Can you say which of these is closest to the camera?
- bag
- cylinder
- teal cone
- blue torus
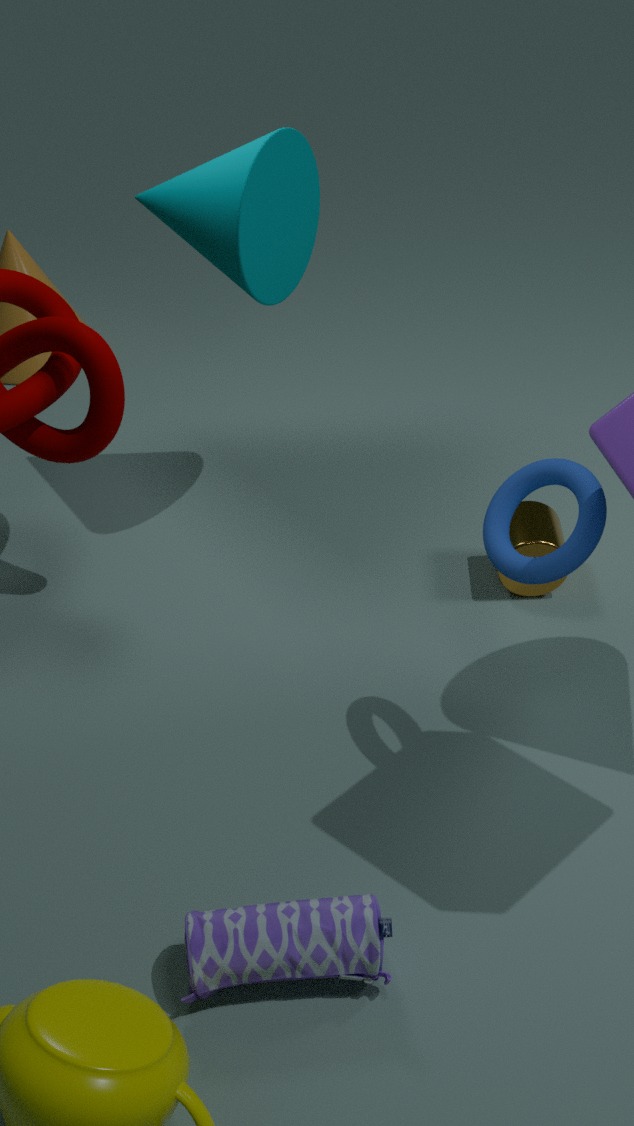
bag
